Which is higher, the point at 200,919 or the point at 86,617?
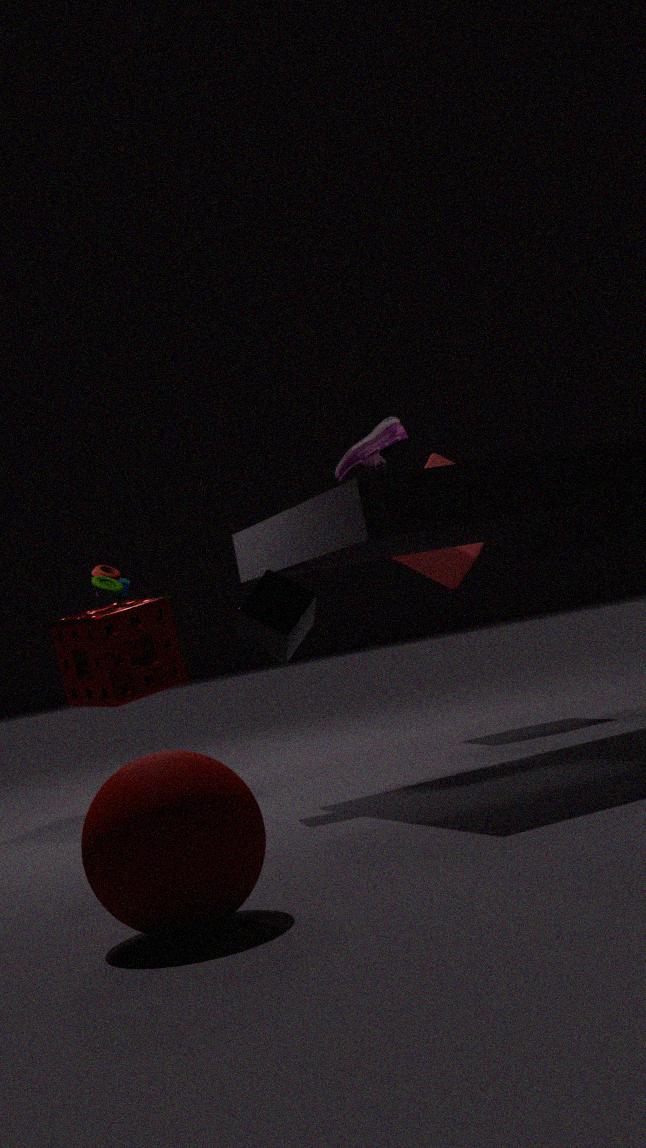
the point at 86,617
